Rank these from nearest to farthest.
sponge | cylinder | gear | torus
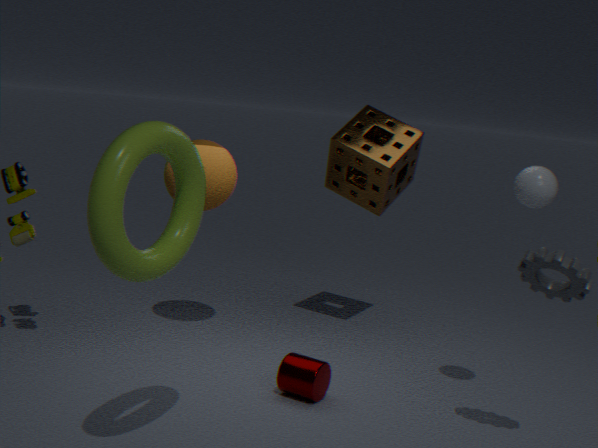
torus
gear
cylinder
sponge
